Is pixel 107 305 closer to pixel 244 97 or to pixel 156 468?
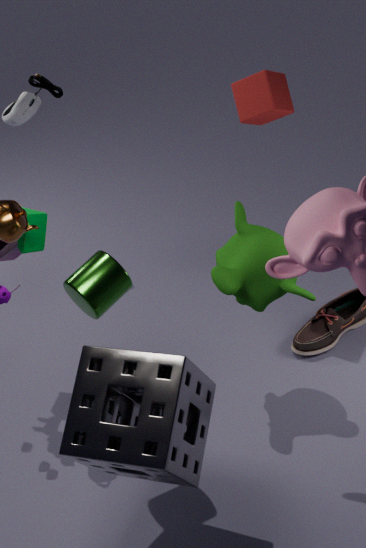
pixel 156 468
